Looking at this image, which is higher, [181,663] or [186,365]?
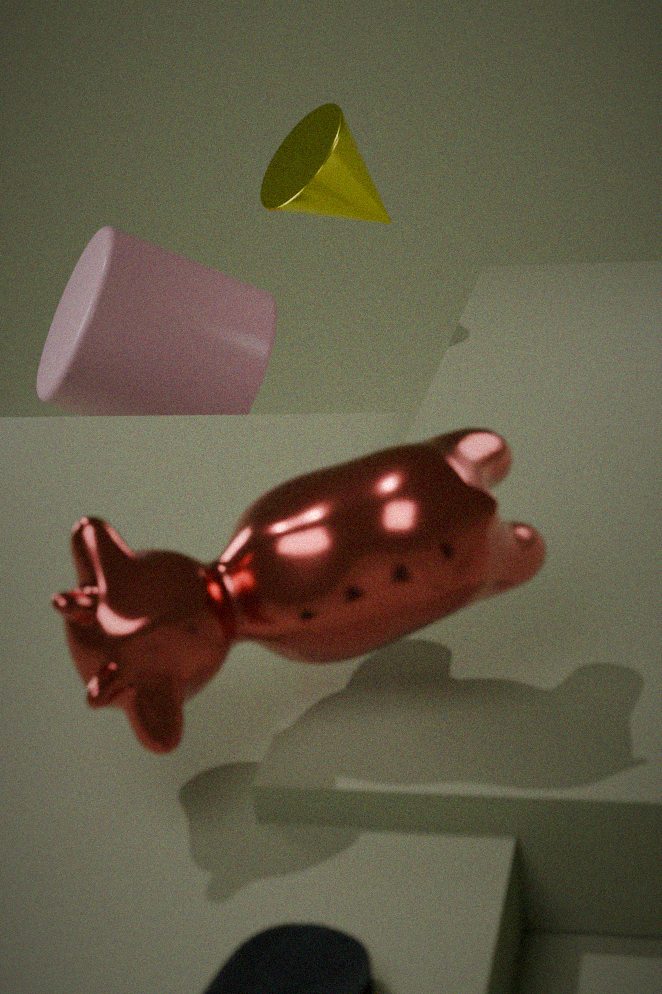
[181,663]
